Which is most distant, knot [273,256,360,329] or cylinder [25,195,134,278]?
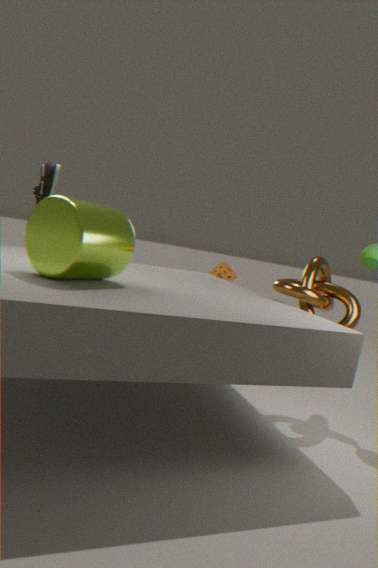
knot [273,256,360,329]
